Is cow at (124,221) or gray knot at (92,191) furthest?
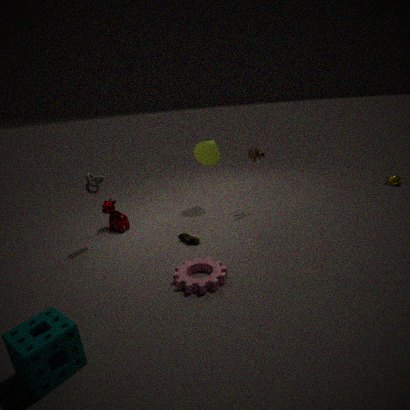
cow at (124,221)
